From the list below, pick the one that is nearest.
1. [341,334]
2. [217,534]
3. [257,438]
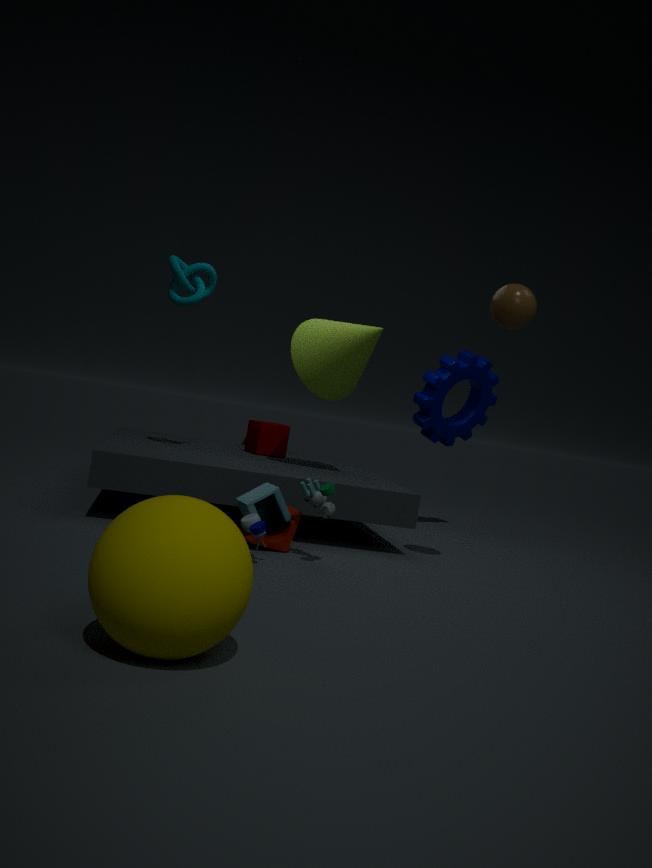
[217,534]
